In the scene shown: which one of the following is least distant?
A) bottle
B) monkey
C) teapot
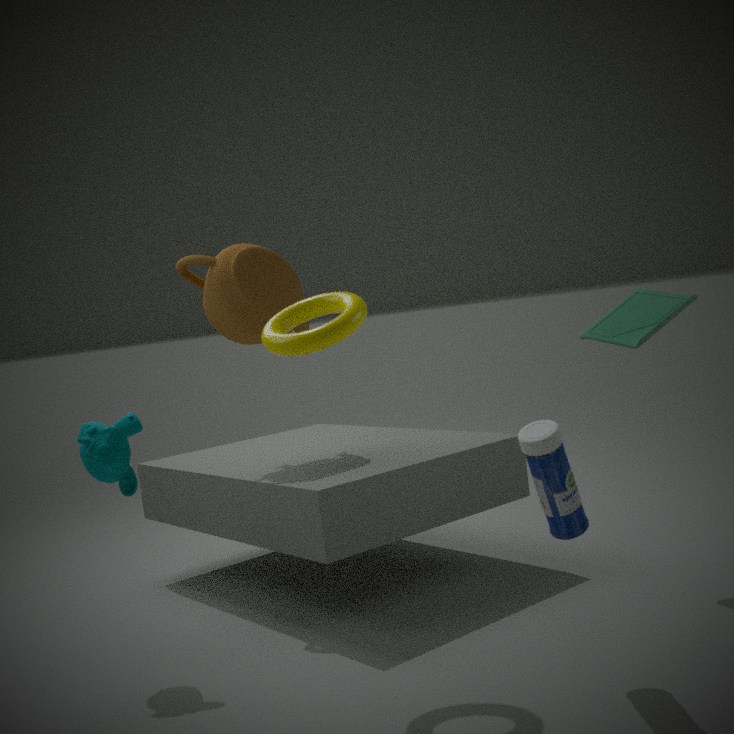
bottle
